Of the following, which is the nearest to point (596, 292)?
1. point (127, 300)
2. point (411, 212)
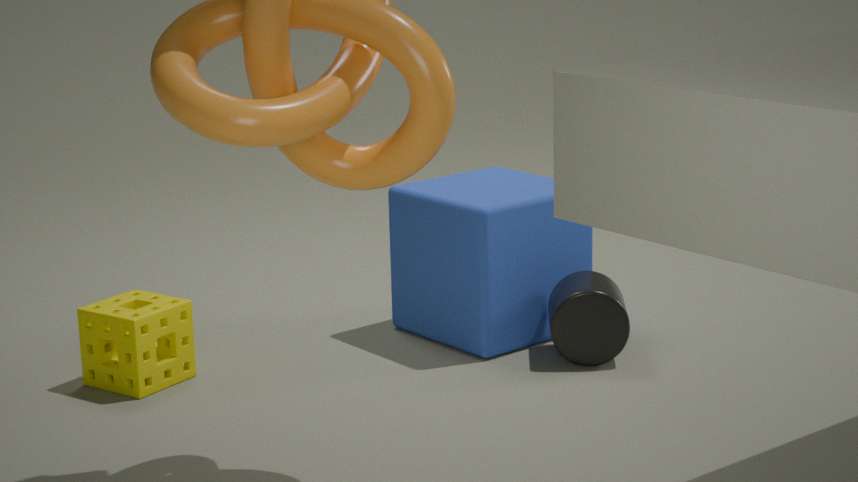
point (411, 212)
